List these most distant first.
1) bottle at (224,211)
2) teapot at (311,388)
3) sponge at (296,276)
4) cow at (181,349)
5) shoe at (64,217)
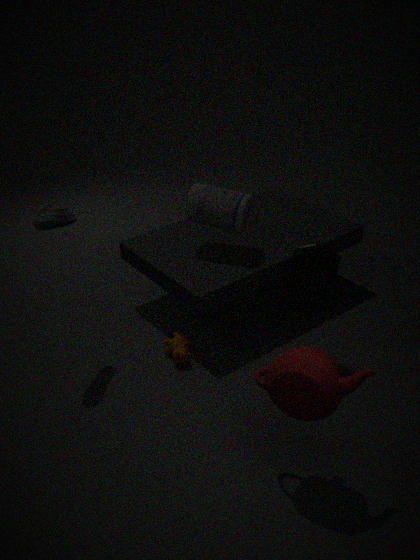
1. 1. bottle at (224,211)
2. 4. cow at (181,349)
3. 3. sponge at (296,276)
4. 5. shoe at (64,217)
5. 2. teapot at (311,388)
